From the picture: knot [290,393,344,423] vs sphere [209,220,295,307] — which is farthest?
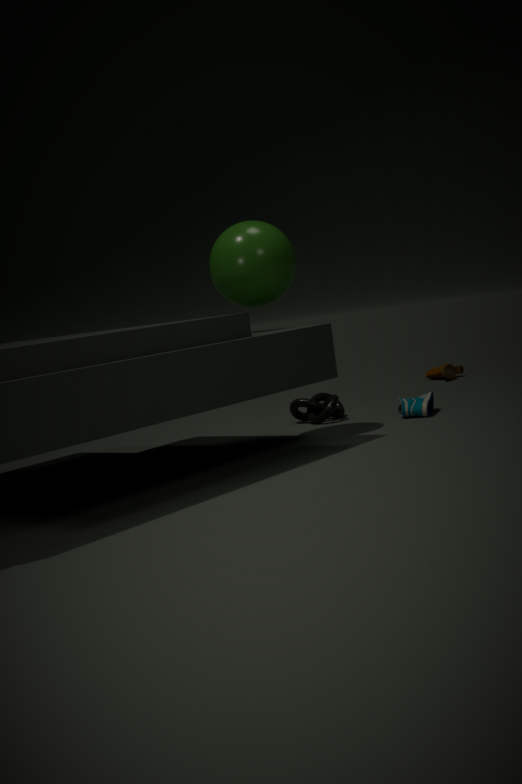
knot [290,393,344,423]
